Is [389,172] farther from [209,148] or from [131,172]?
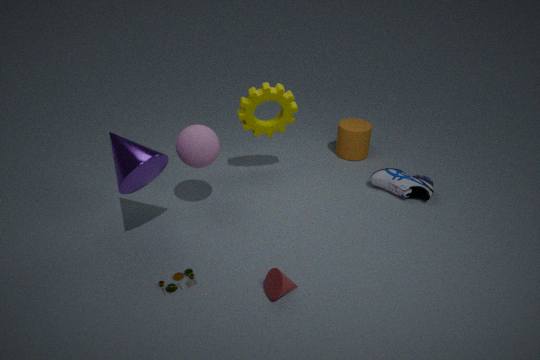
[131,172]
